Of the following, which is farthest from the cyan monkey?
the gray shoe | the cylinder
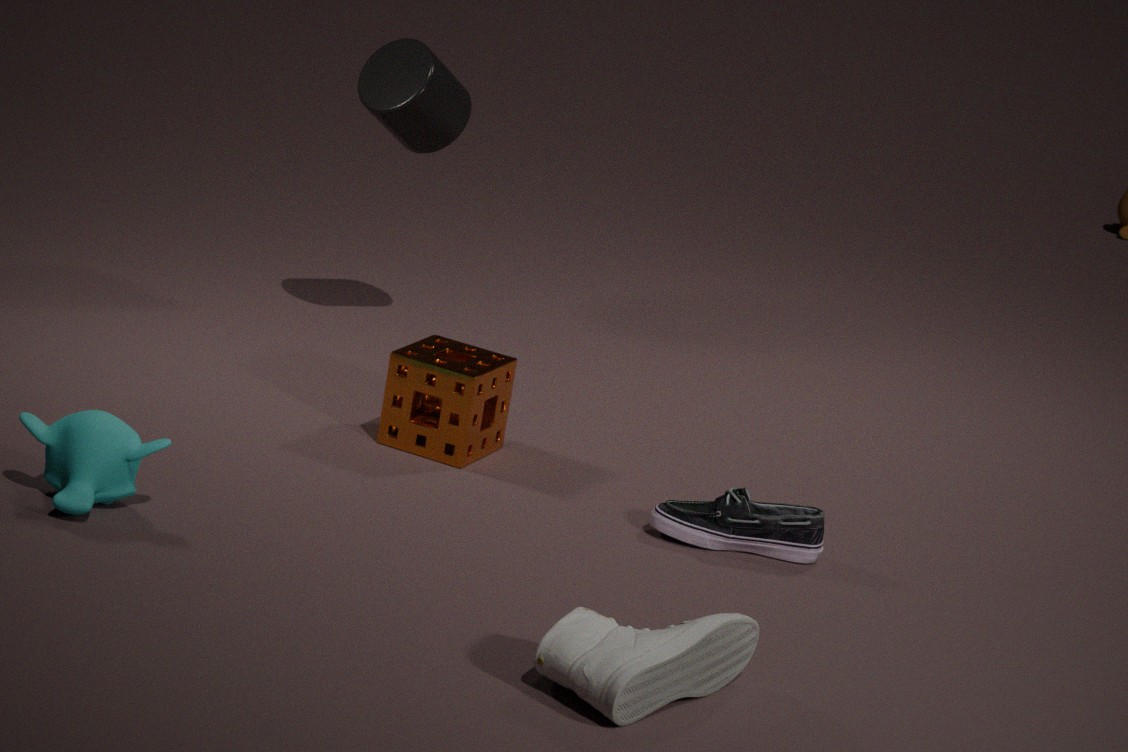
the cylinder
